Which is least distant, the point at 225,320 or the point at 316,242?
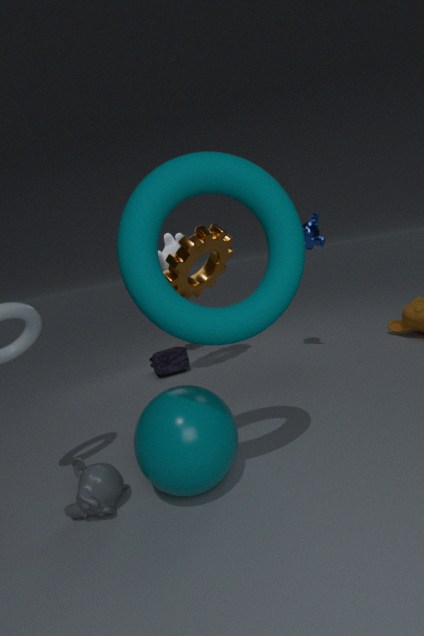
the point at 225,320
